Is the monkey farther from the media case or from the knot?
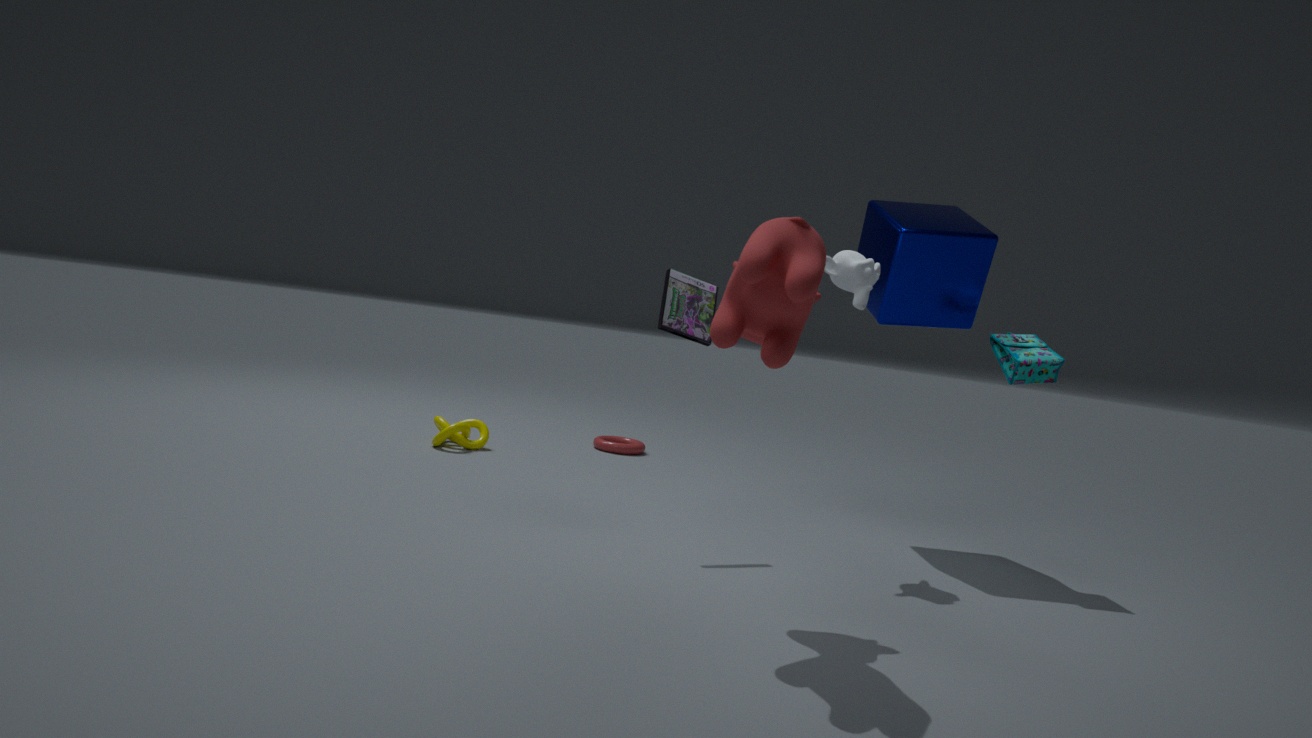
the knot
